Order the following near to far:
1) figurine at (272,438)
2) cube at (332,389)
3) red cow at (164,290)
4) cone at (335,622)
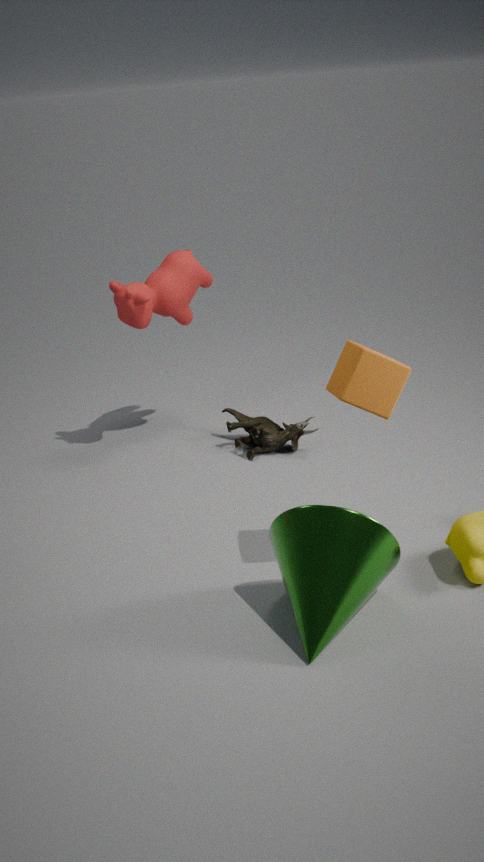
1. 4. cone at (335,622)
2. 2. cube at (332,389)
3. 3. red cow at (164,290)
4. 1. figurine at (272,438)
